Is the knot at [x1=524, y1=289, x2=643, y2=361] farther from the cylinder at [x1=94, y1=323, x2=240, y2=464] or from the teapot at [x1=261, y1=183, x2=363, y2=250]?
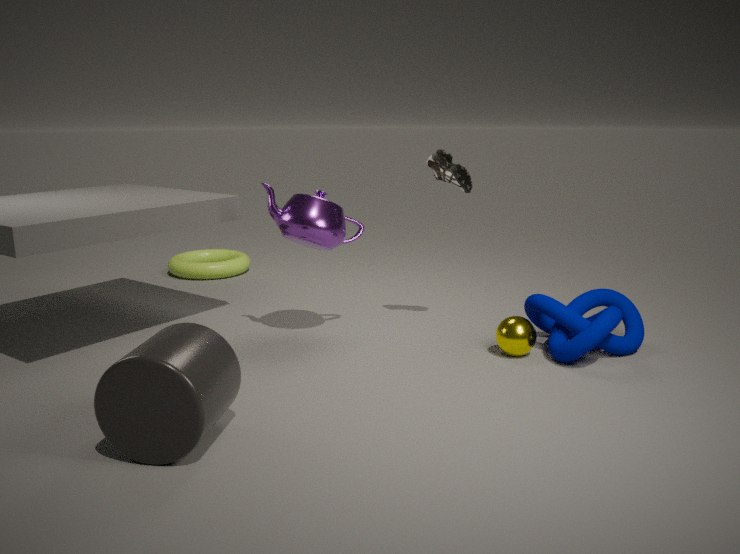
the cylinder at [x1=94, y1=323, x2=240, y2=464]
